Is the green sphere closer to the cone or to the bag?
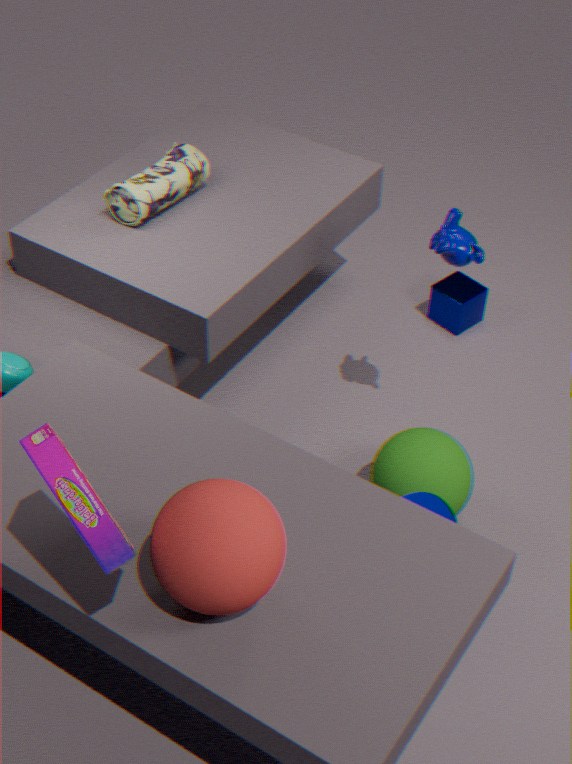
the cone
